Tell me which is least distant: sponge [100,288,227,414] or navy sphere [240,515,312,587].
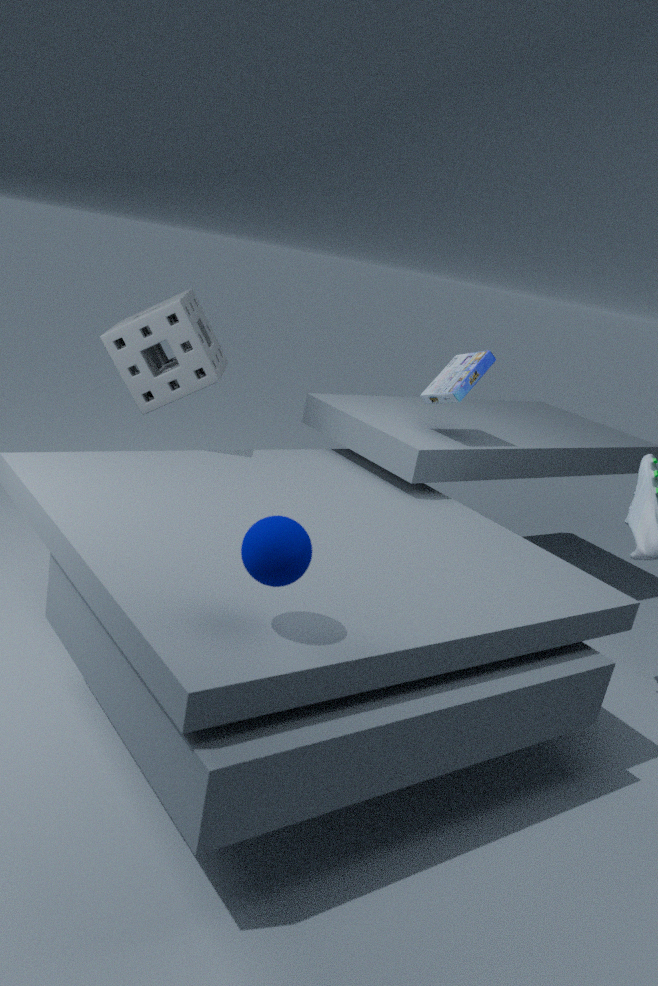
navy sphere [240,515,312,587]
